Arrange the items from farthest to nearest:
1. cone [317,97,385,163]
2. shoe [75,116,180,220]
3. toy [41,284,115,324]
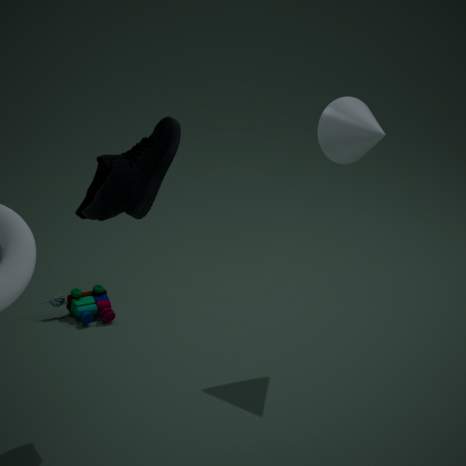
toy [41,284,115,324], cone [317,97,385,163], shoe [75,116,180,220]
